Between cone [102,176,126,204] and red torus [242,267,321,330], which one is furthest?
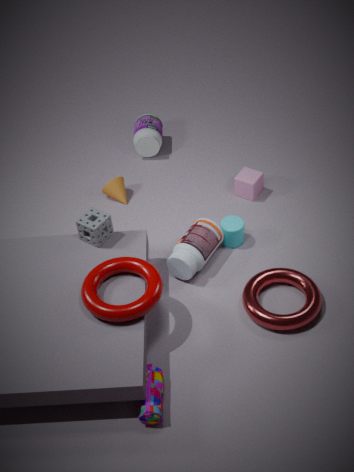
cone [102,176,126,204]
